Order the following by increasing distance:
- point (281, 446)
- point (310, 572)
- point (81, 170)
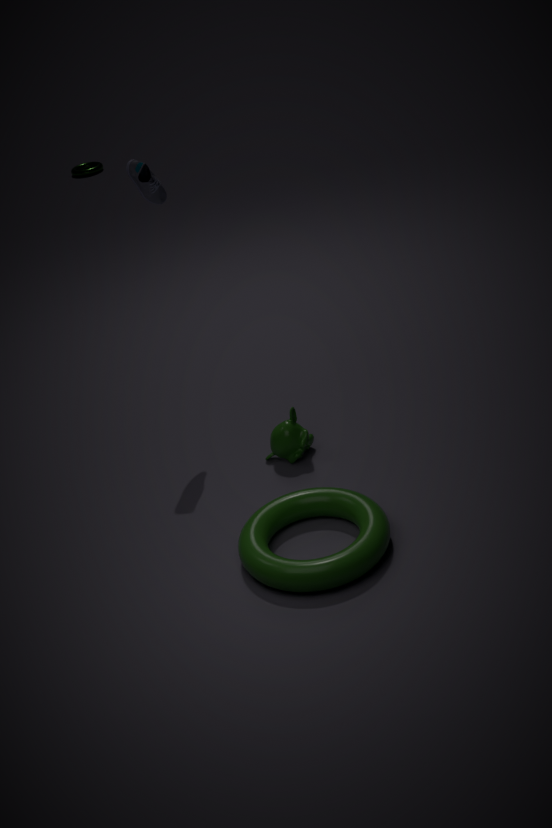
point (310, 572) < point (281, 446) < point (81, 170)
